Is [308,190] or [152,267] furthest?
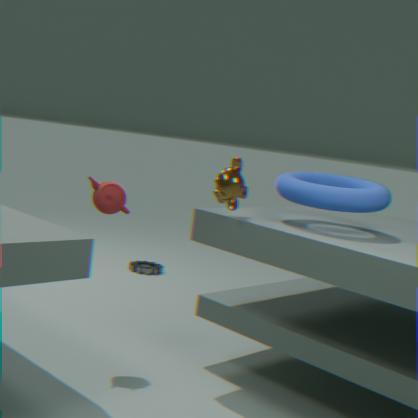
[152,267]
